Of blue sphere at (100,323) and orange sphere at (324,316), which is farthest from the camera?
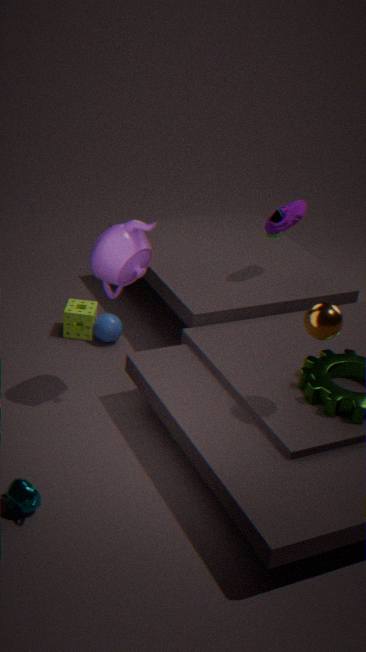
blue sphere at (100,323)
